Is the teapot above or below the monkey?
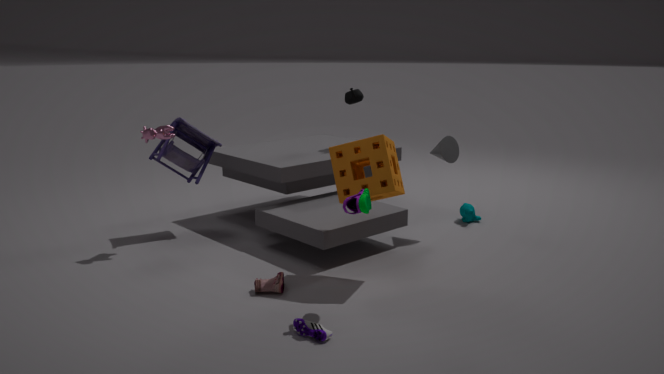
above
